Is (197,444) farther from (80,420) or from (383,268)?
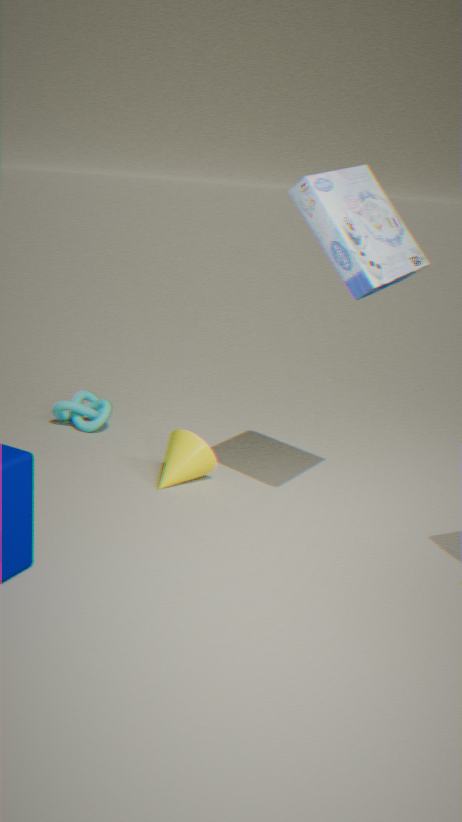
(383,268)
